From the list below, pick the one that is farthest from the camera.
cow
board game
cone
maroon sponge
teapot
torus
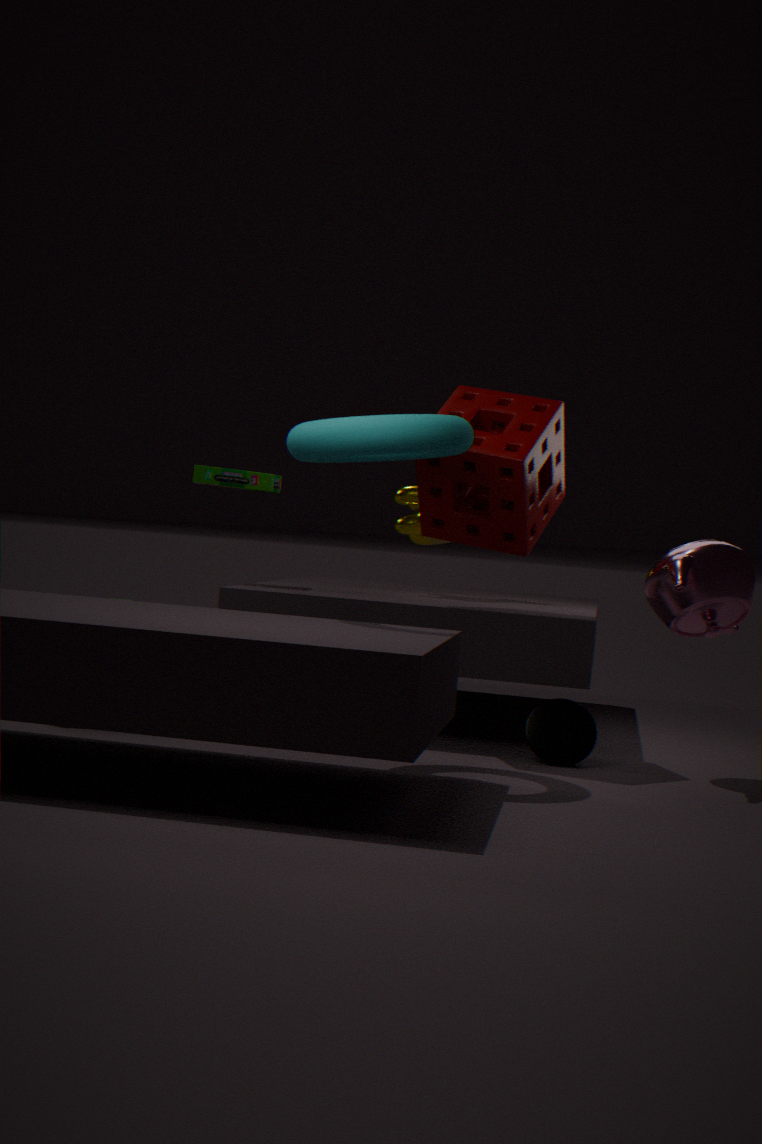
cow
